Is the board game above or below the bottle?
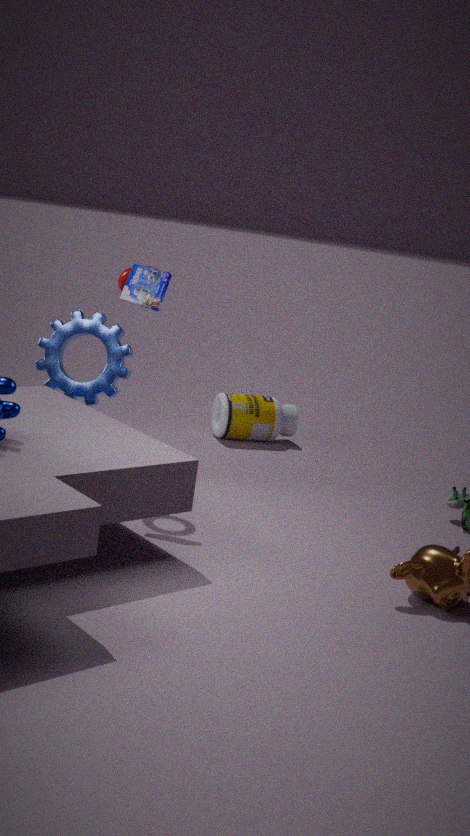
above
